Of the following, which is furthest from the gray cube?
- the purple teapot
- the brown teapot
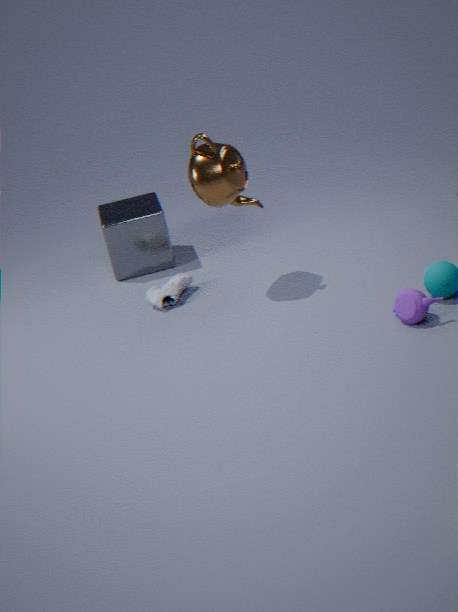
the purple teapot
